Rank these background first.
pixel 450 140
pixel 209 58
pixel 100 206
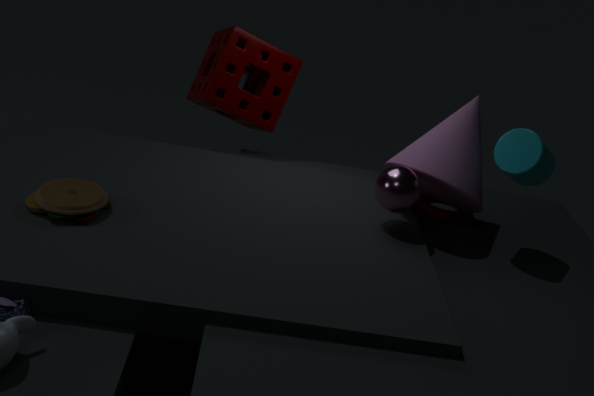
1. pixel 209 58
2. pixel 450 140
3. pixel 100 206
